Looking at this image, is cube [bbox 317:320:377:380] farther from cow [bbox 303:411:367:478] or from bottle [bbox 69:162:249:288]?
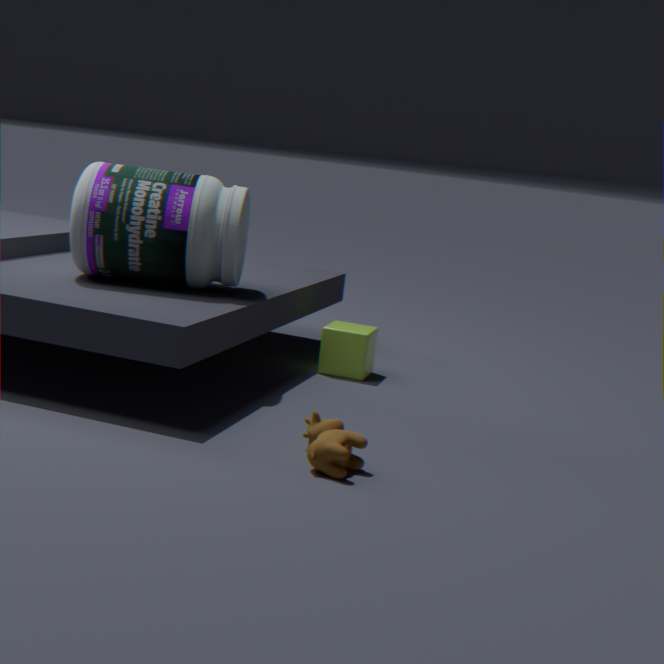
cow [bbox 303:411:367:478]
